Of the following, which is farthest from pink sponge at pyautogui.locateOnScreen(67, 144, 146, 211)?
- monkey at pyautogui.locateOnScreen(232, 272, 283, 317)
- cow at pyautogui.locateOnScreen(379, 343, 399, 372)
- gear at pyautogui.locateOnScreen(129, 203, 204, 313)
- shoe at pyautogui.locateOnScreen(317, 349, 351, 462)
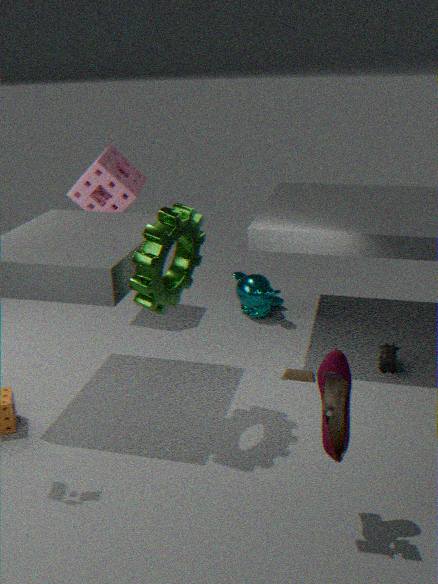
shoe at pyautogui.locateOnScreen(317, 349, 351, 462)
